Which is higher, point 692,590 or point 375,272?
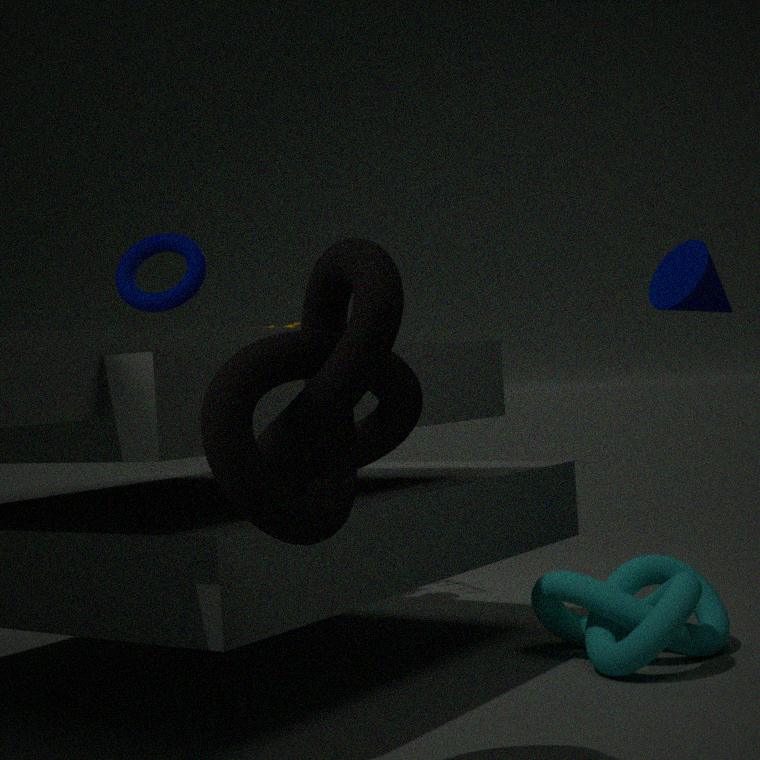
point 375,272
